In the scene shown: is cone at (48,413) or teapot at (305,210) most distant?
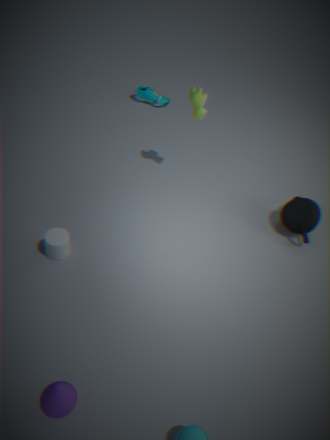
teapot at (305,210)
